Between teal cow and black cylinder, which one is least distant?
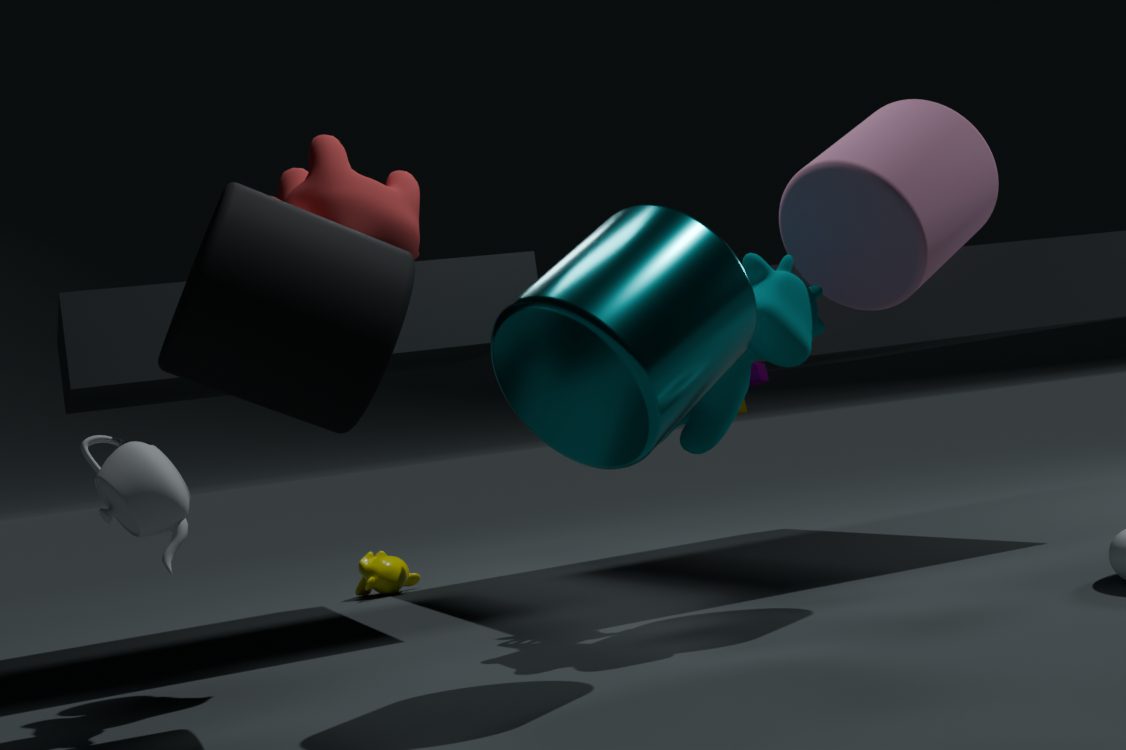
black cylinder
